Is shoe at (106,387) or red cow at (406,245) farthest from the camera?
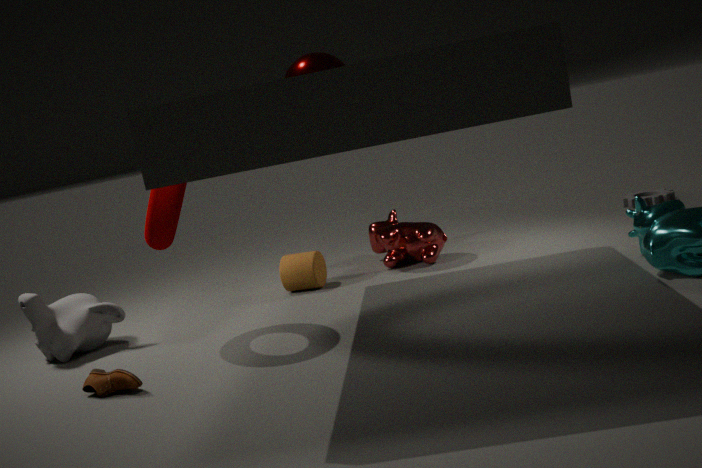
red cow at (406,245)
